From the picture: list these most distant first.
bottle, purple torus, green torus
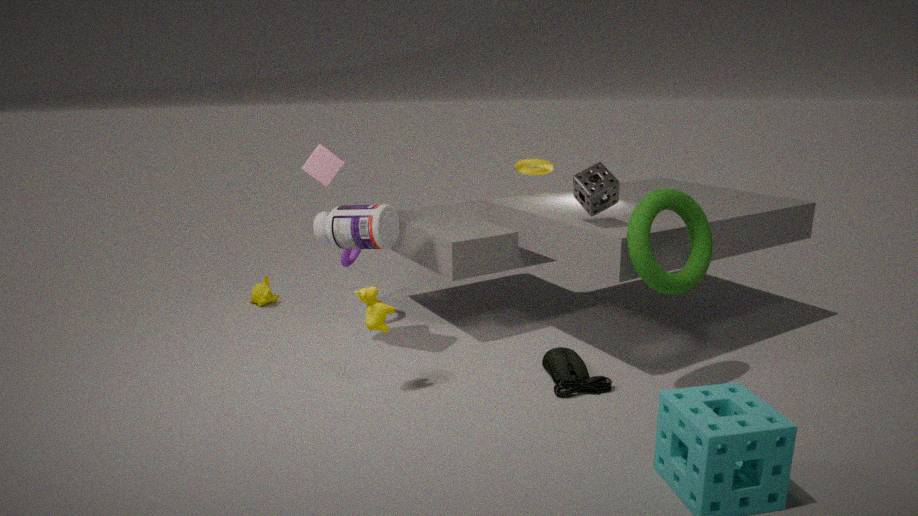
1. purple torus
2. bottle
3. green torus
